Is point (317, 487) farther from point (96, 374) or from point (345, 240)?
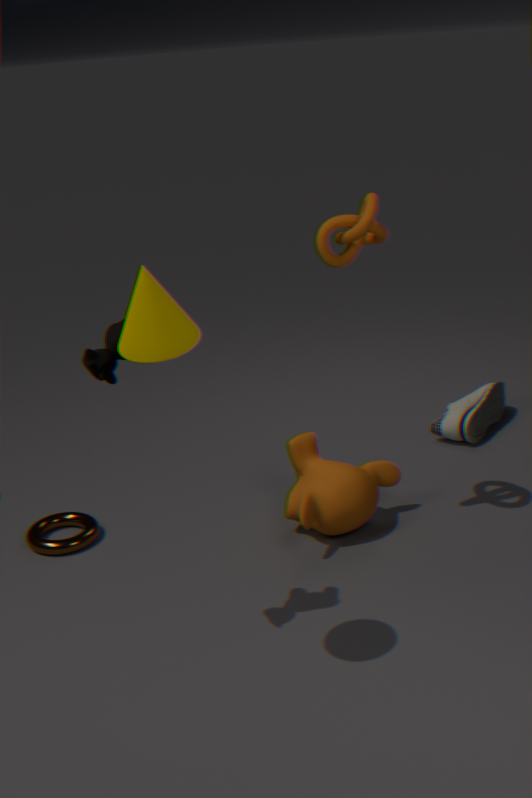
point (96, 374)
